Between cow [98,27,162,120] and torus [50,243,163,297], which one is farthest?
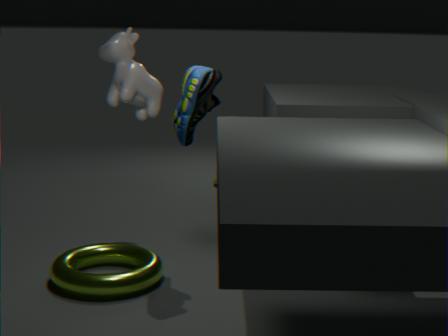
cow [98,27,162,120]
